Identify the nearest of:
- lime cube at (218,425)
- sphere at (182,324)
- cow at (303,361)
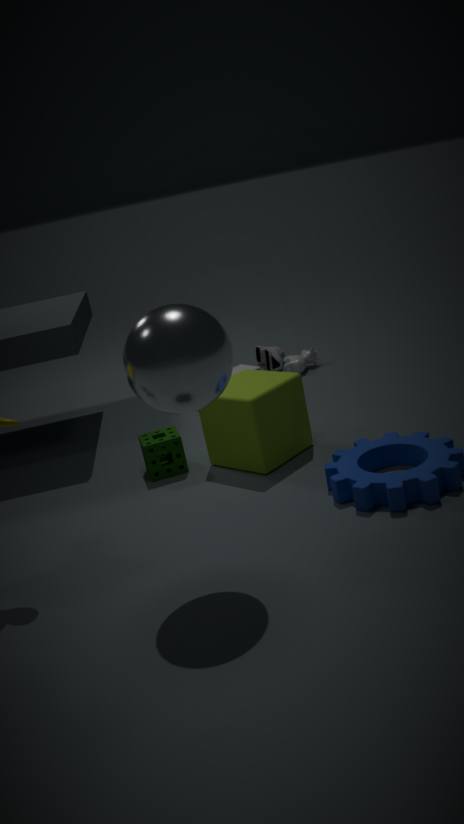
sphere at (182,324)
